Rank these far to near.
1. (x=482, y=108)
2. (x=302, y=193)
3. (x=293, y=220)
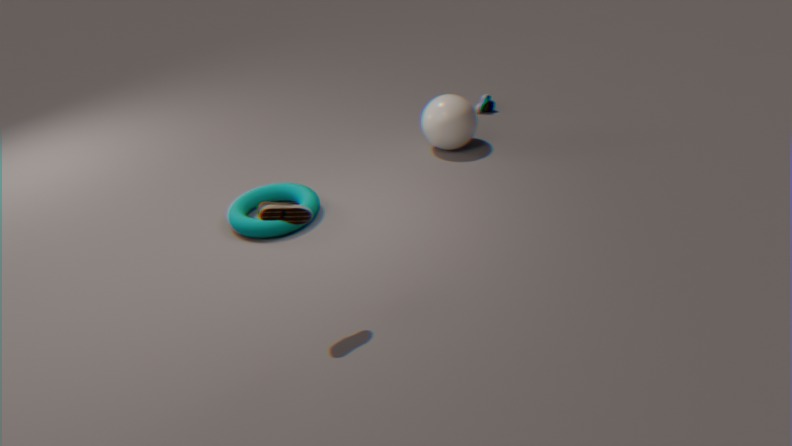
1. (x=482, y=108)
2. (x=302, y=193)
3. (x=293, y=220)
